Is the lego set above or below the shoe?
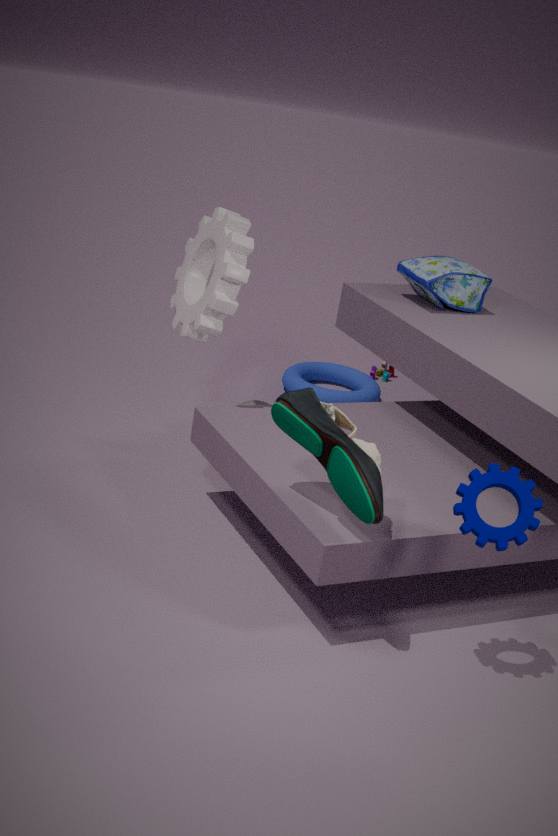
below
